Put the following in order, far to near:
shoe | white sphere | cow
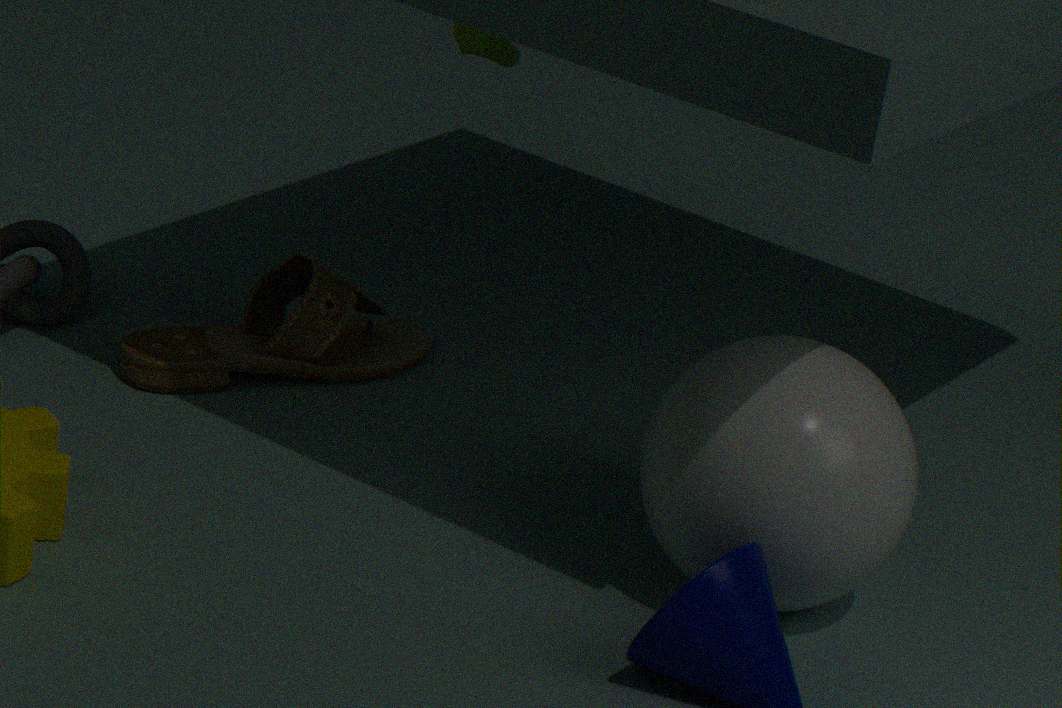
1. cow
2. shoe
3. white sphere
